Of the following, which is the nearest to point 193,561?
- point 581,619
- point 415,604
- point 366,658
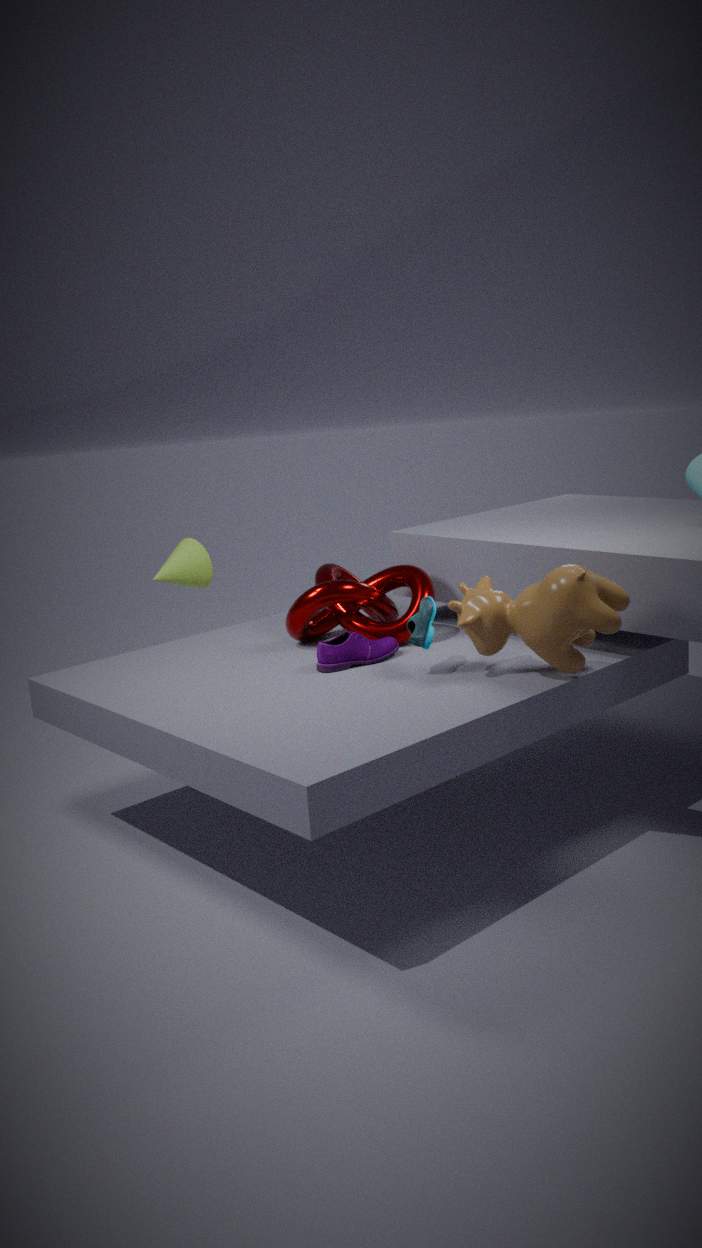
point 415,604
